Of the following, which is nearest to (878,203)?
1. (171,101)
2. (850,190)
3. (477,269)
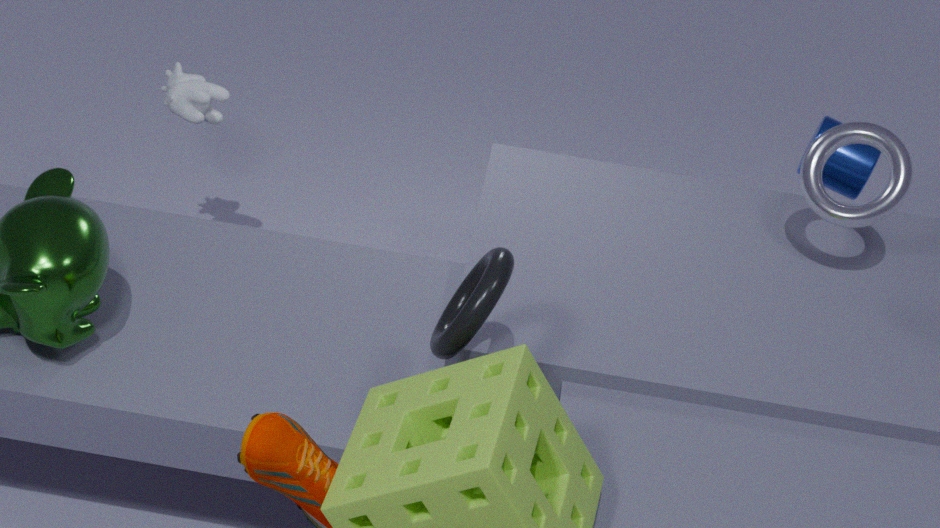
(850,190)
